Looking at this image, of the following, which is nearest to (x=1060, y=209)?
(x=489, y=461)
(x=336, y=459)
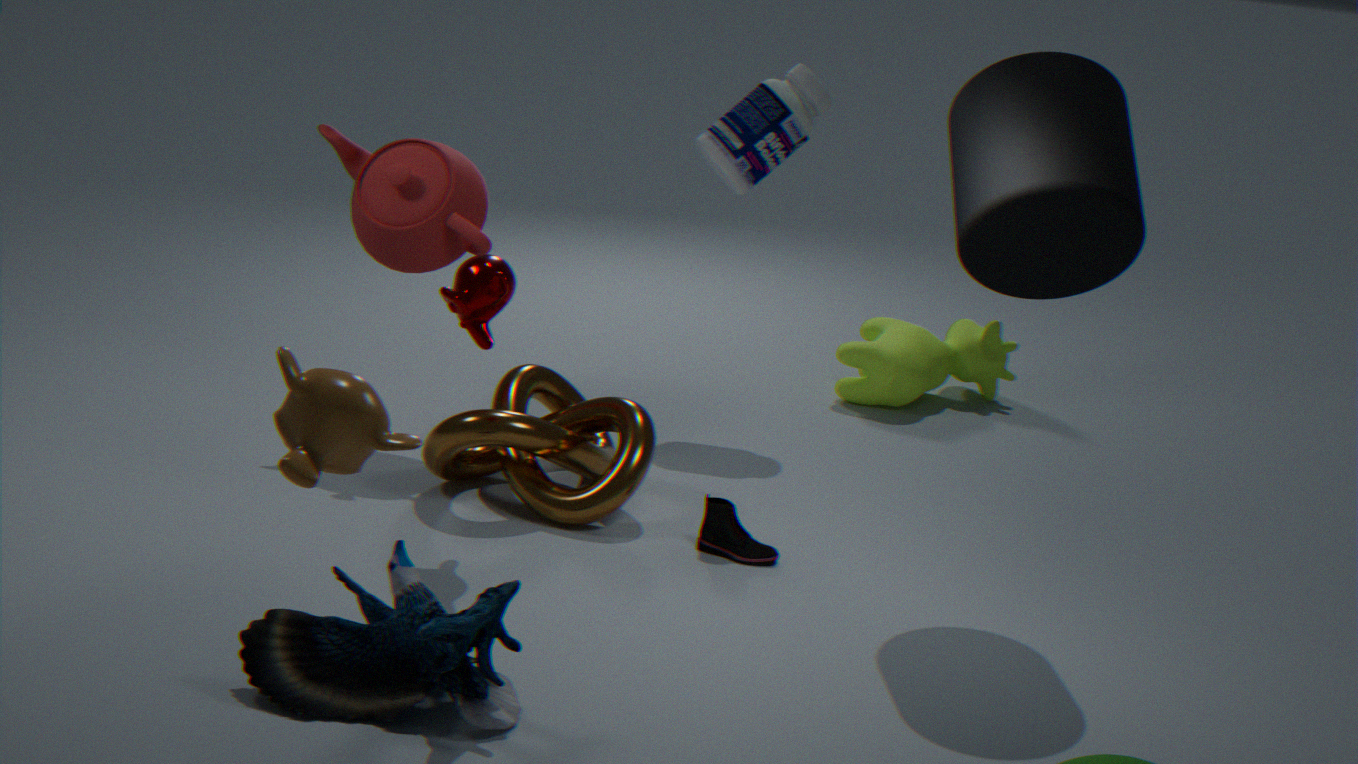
(x=489, y=461)
